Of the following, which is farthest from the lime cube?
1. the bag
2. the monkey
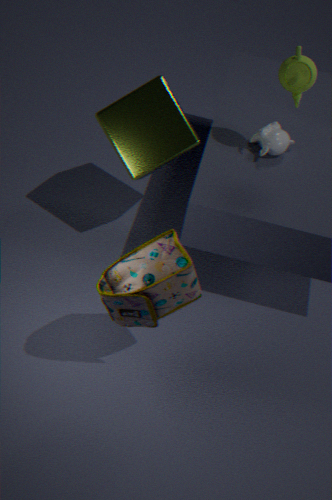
the bag
